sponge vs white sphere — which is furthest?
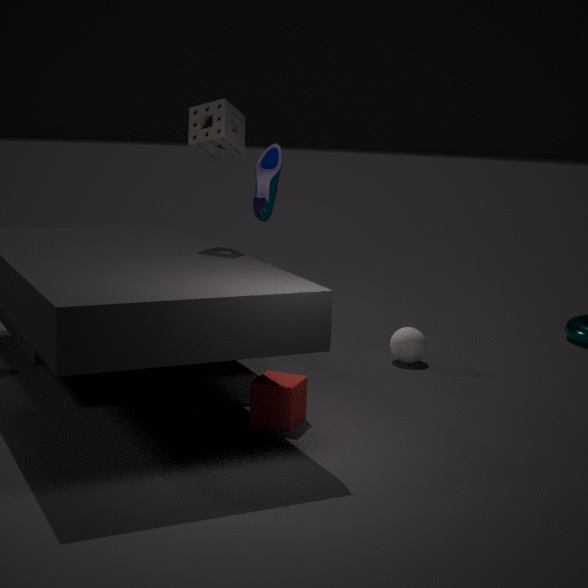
white sphere
